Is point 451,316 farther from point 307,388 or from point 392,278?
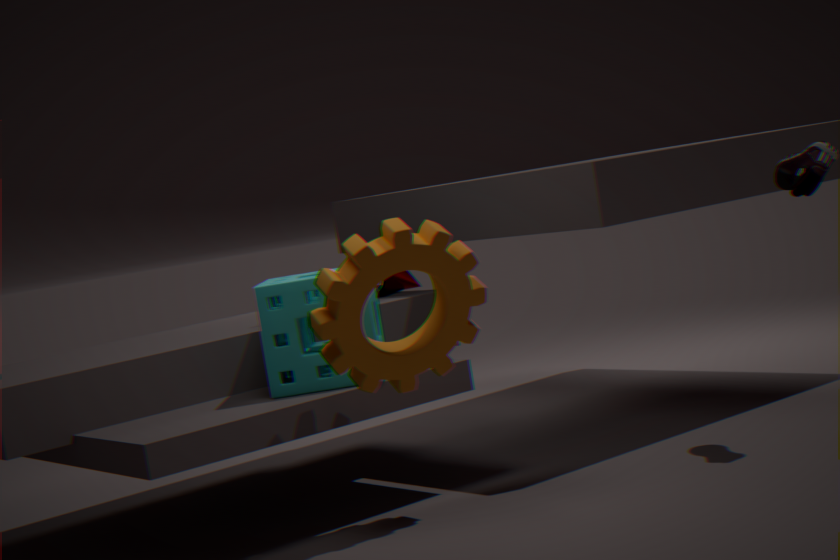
point 392,278
